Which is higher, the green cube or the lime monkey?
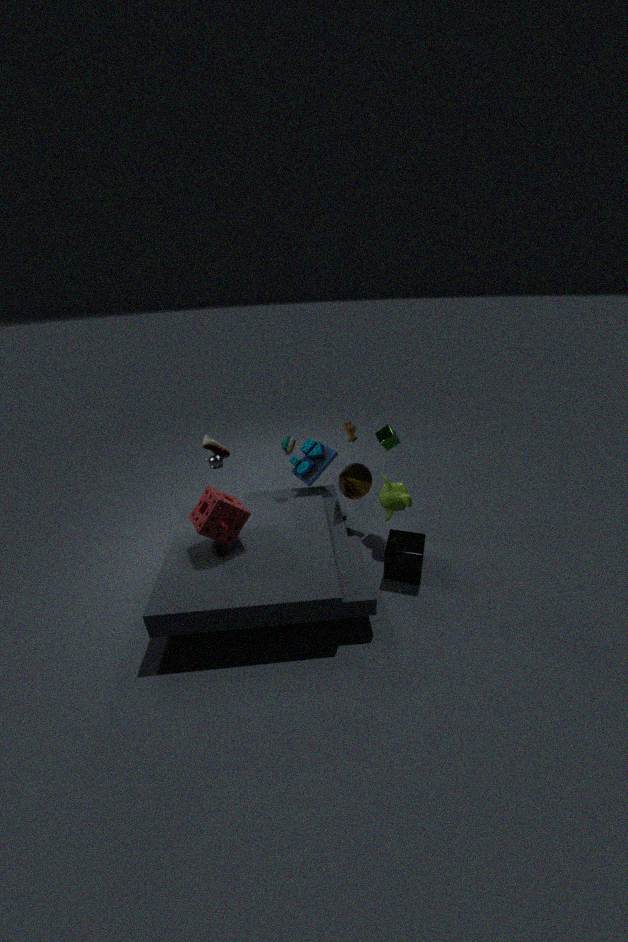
the green cube
